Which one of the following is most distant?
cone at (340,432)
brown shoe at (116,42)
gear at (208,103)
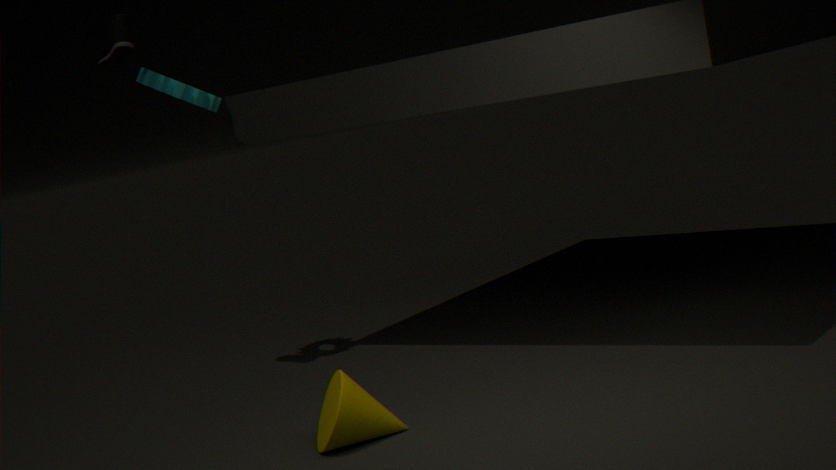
gear at (208,103)
